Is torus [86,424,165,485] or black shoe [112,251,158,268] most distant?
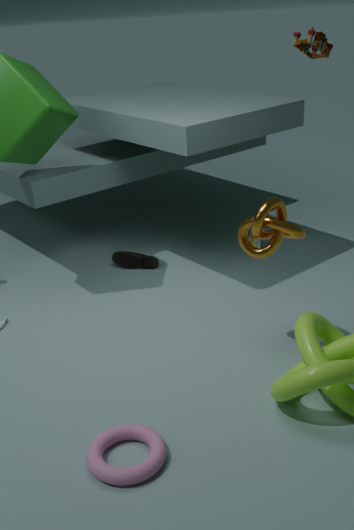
black shoe [112,251,158,268]
